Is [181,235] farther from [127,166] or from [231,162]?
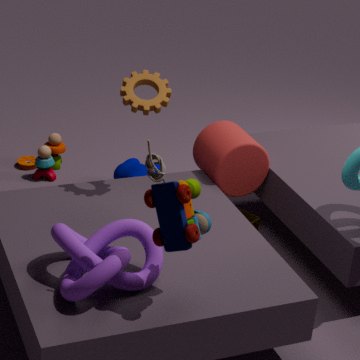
[127,166]
